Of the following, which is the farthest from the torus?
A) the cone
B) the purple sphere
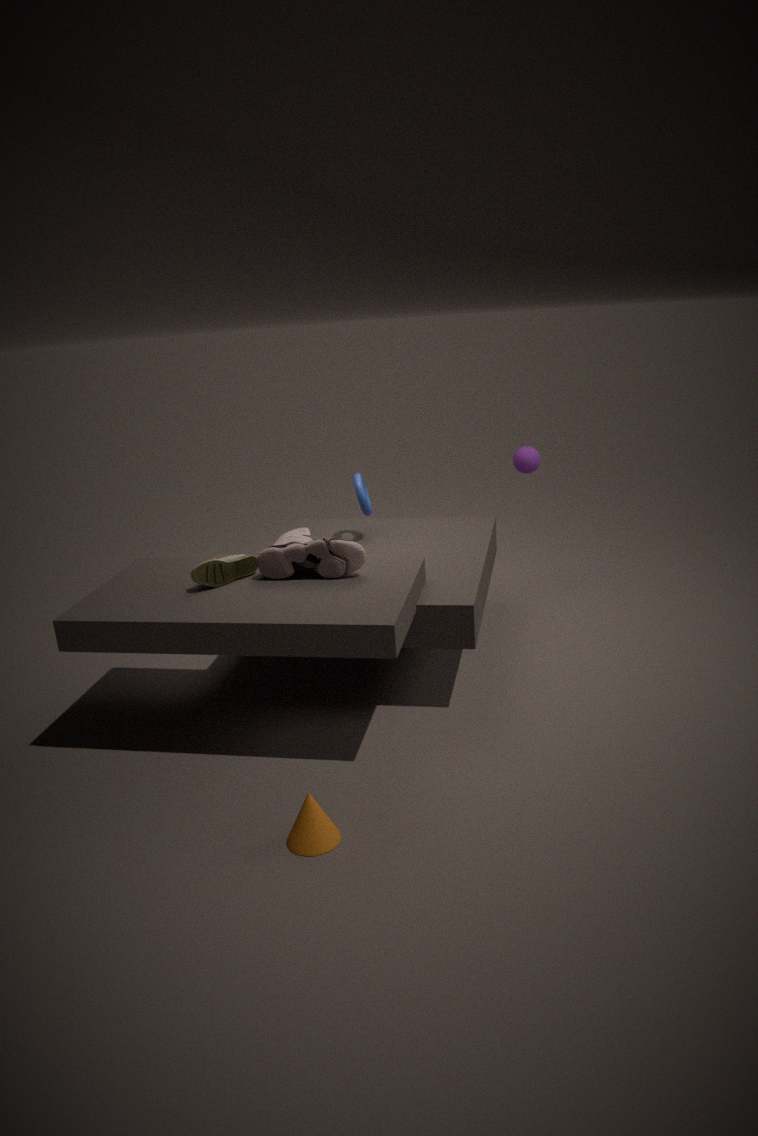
the cone
